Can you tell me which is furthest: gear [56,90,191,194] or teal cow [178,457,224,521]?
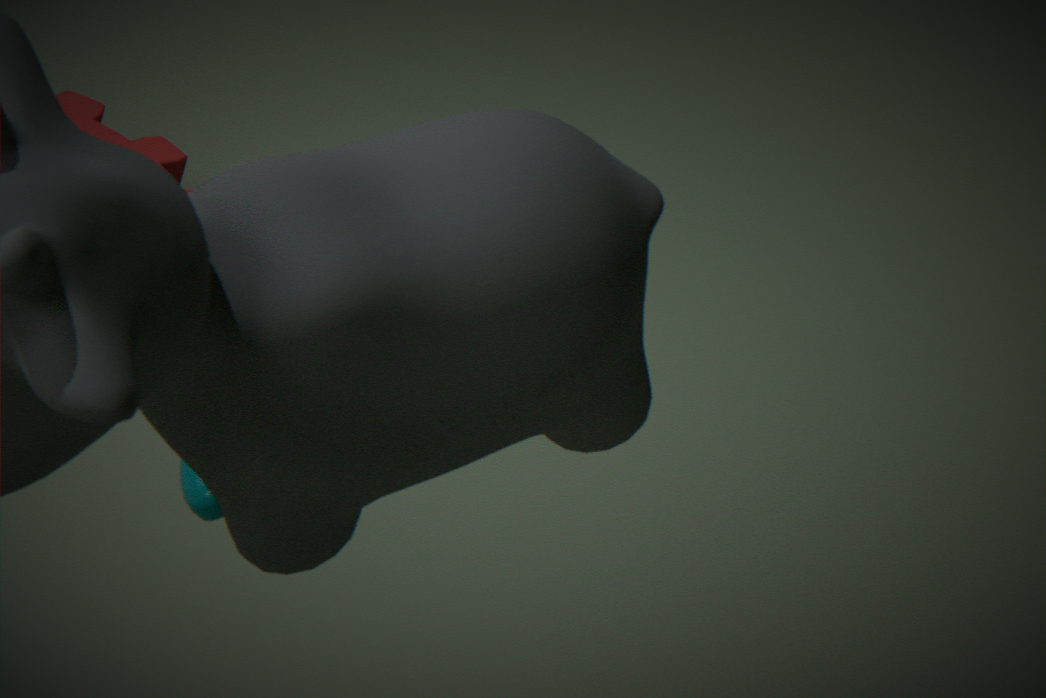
gear [56,90,191,194]
